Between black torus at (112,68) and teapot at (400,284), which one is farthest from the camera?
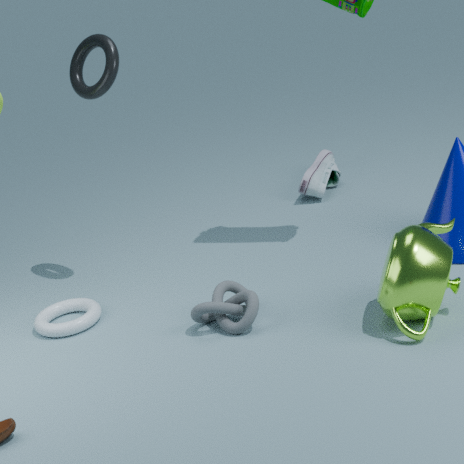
black torus at (112,68)
